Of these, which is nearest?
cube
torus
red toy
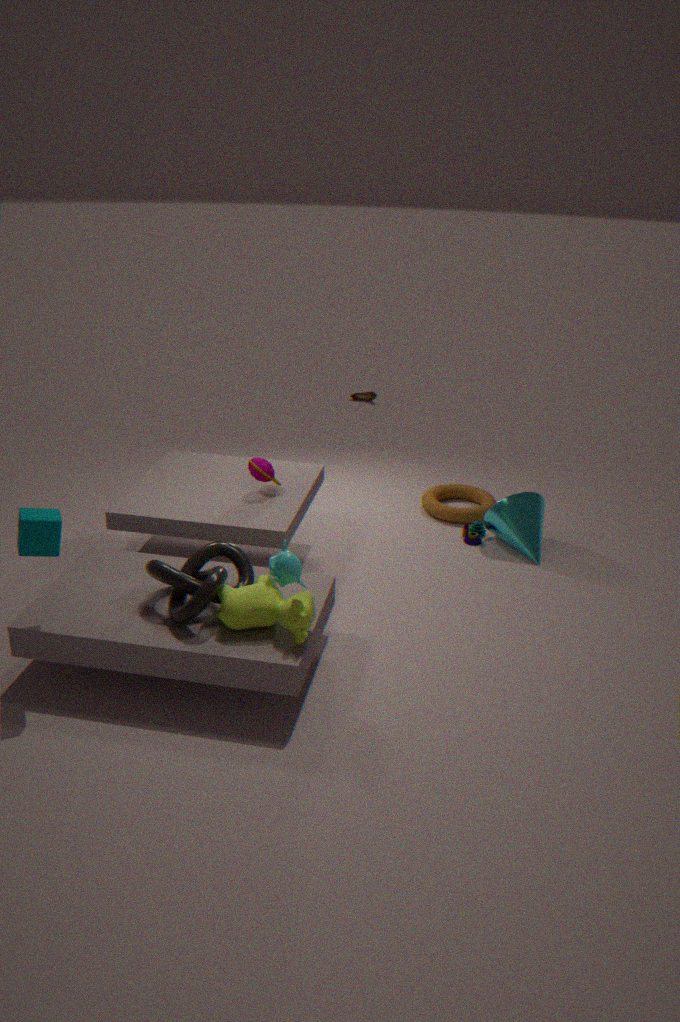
cube
